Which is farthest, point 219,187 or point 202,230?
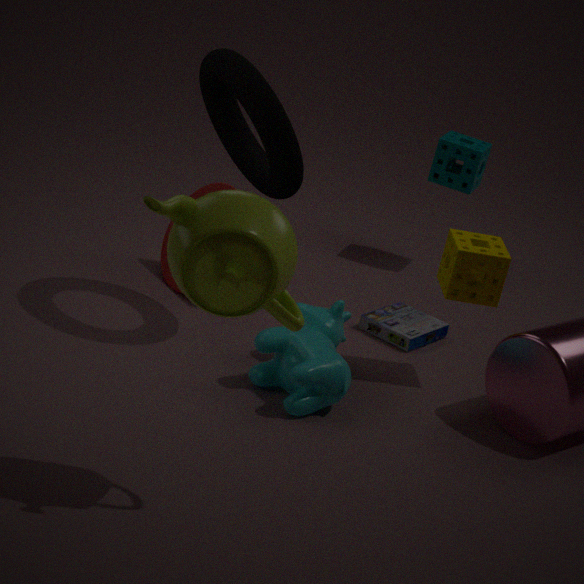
point 219,187
